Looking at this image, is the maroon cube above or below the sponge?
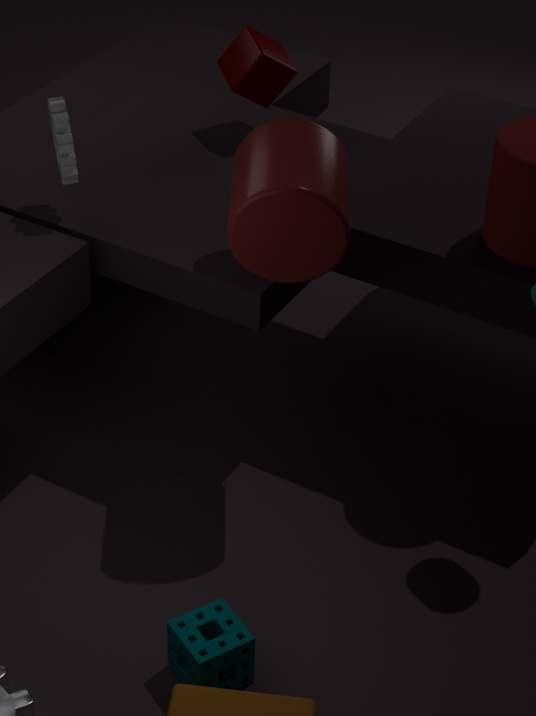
above
